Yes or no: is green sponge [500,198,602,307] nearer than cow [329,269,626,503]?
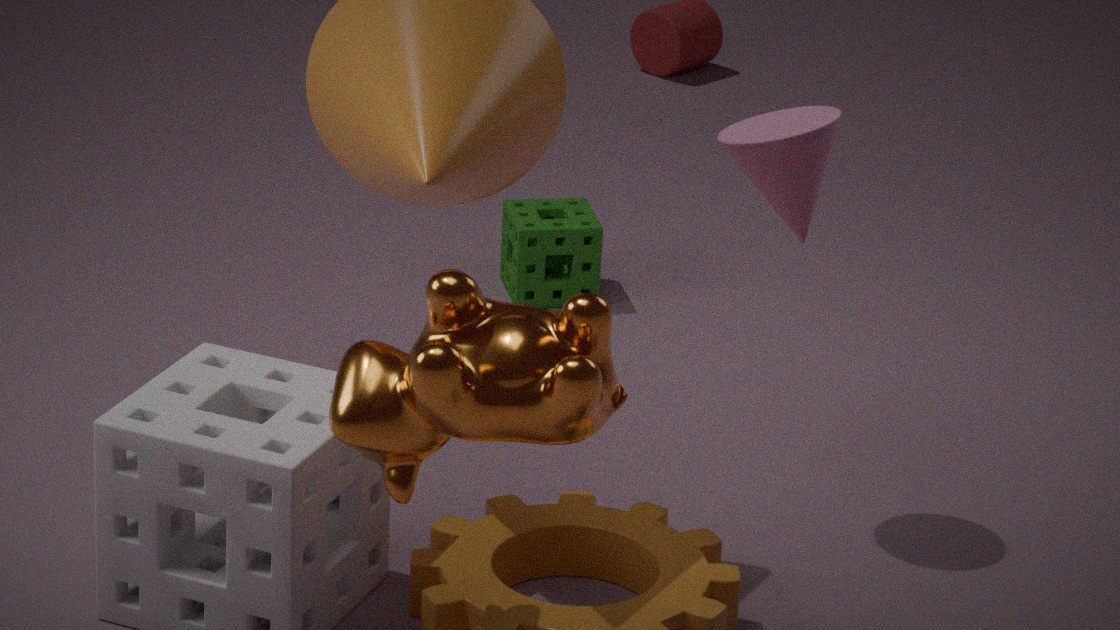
No
